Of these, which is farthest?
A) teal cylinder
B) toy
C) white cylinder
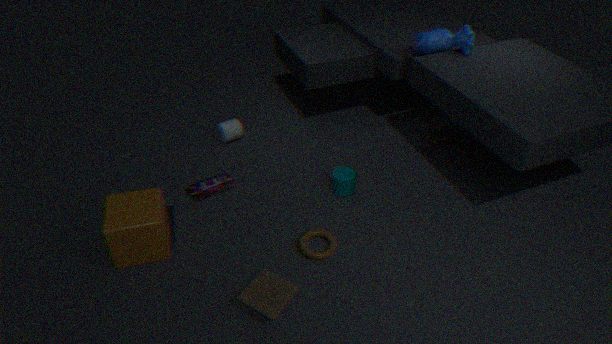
C. white cylinder
